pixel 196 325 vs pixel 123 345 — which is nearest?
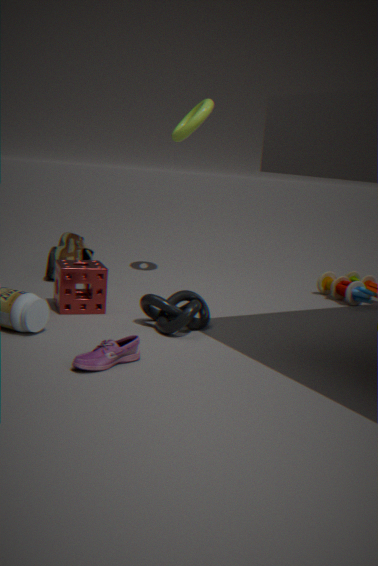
pixel 123 345
